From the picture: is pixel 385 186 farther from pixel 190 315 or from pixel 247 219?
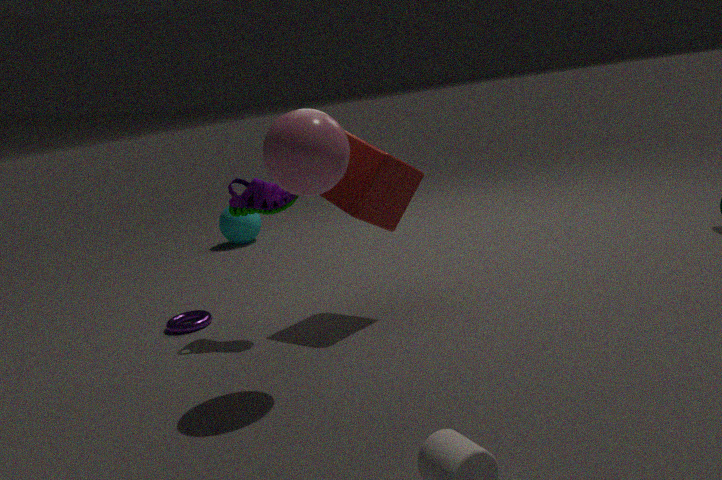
pixel 247 219
